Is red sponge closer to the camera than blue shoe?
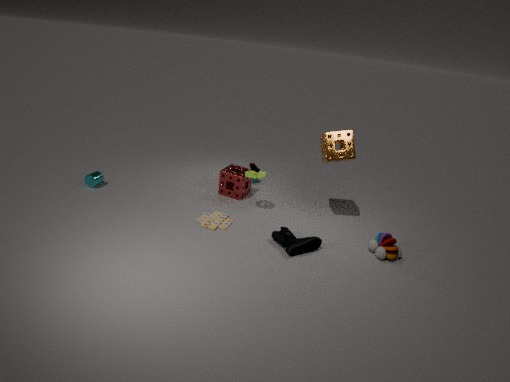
No
